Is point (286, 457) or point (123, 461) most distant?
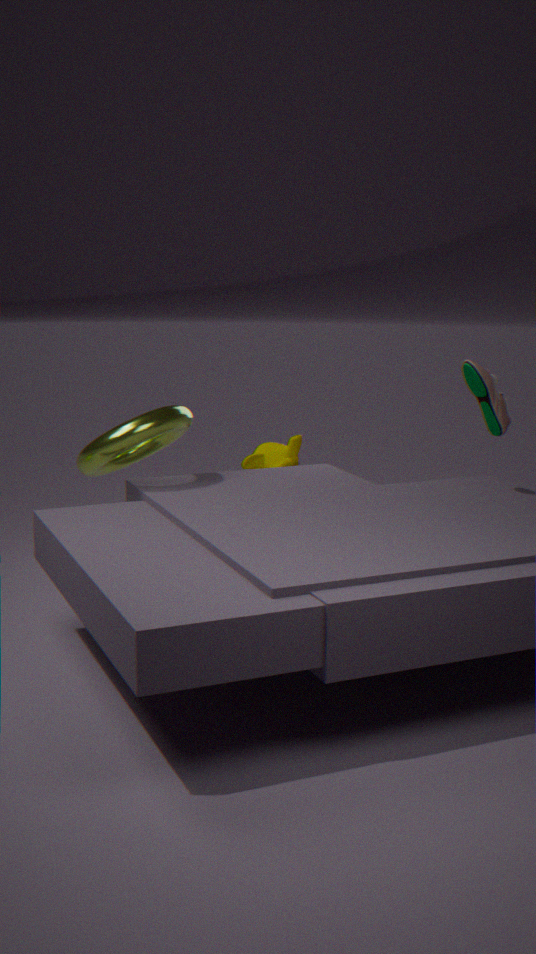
point (286, 457)
